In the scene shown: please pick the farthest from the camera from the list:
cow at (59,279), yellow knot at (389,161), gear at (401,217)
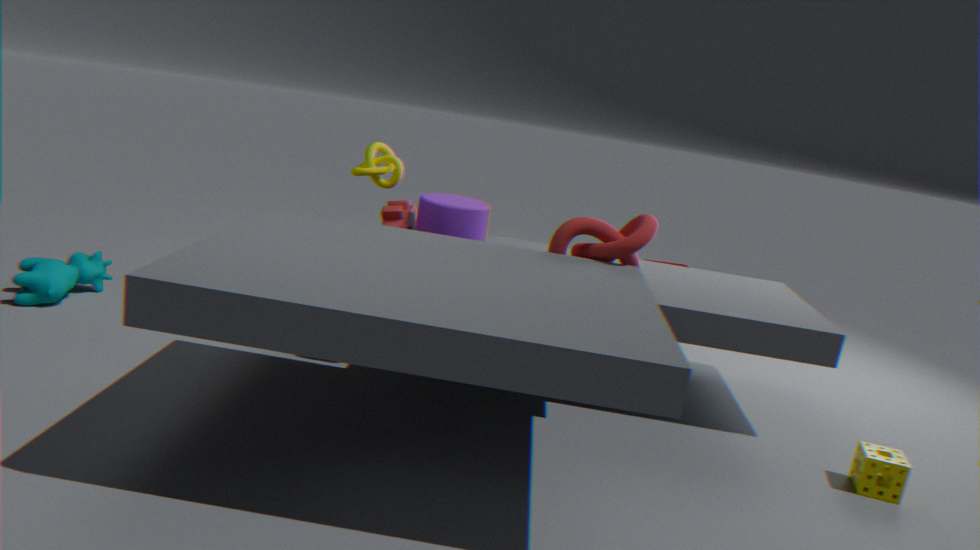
yellow knot at (389,161)
